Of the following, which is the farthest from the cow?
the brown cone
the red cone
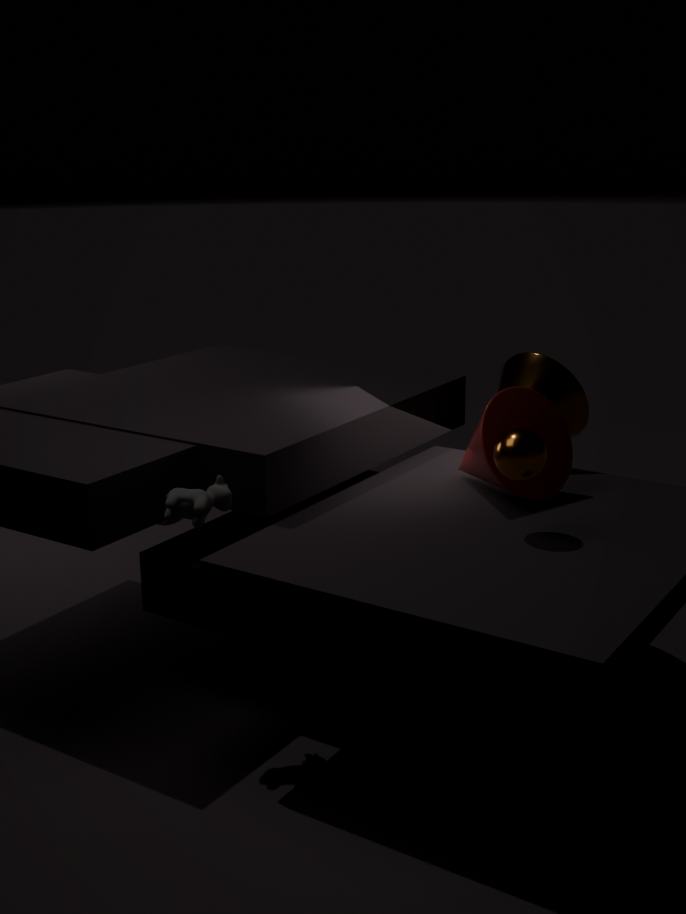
the brown cone
